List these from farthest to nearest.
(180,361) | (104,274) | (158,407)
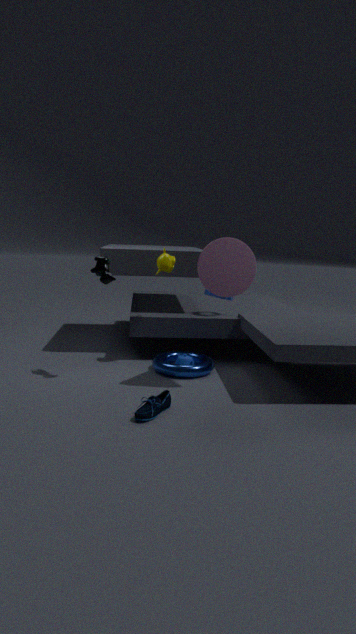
(180,361)
(104,274)
(158,407)
